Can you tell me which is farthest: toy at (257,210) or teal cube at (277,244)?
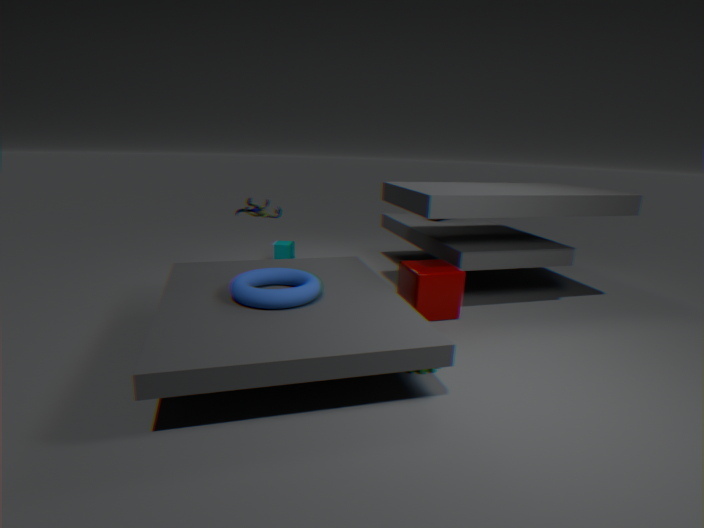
teal cube at (277,244)
